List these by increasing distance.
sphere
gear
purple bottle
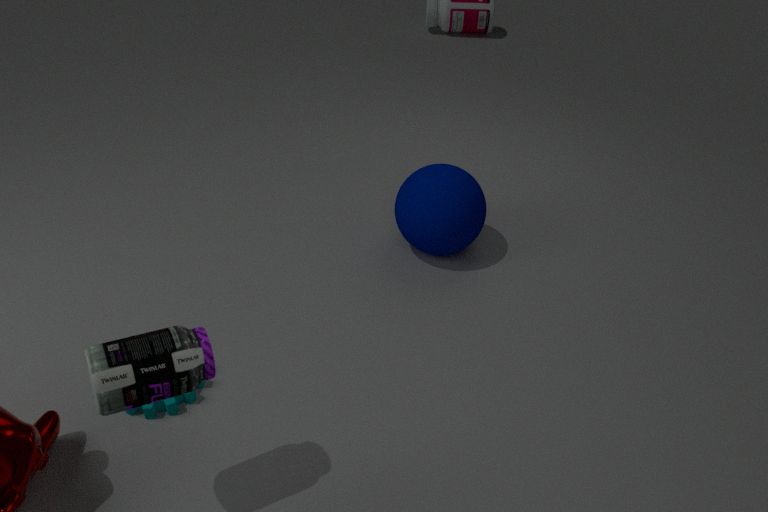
purple bottle < gear < sphere
